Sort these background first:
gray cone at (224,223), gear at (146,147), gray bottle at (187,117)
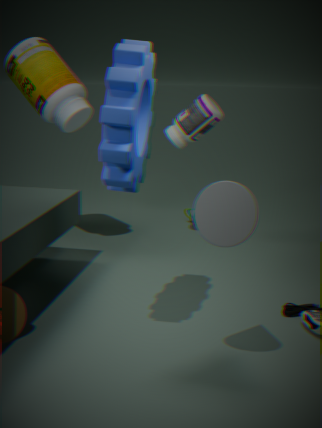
gray bottle at (187,117) → gear at (146,147) → gray cone at (224,223)
